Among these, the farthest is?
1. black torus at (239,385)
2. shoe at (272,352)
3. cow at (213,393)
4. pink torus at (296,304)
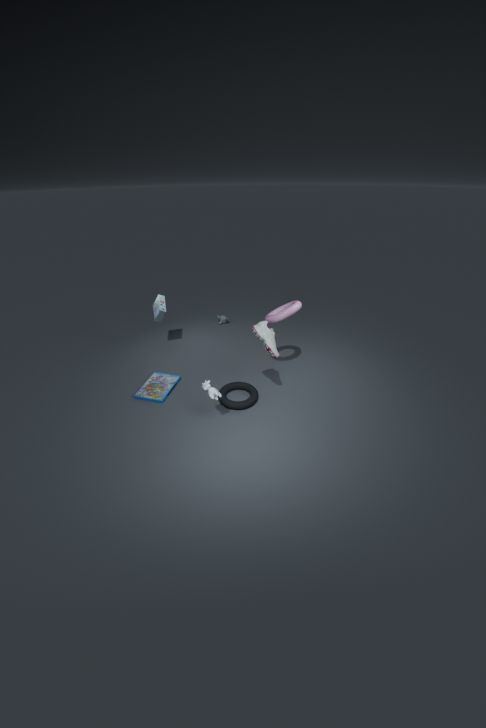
pink torus at (296,304)
